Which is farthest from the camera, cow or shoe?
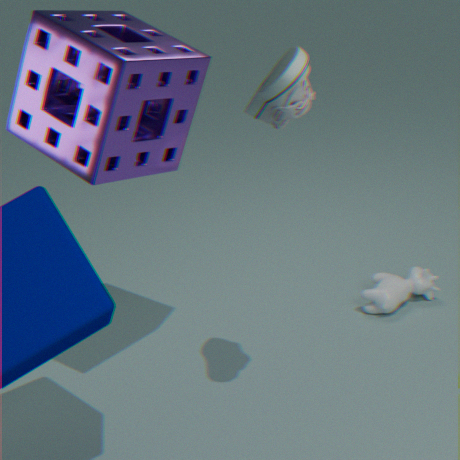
cow
